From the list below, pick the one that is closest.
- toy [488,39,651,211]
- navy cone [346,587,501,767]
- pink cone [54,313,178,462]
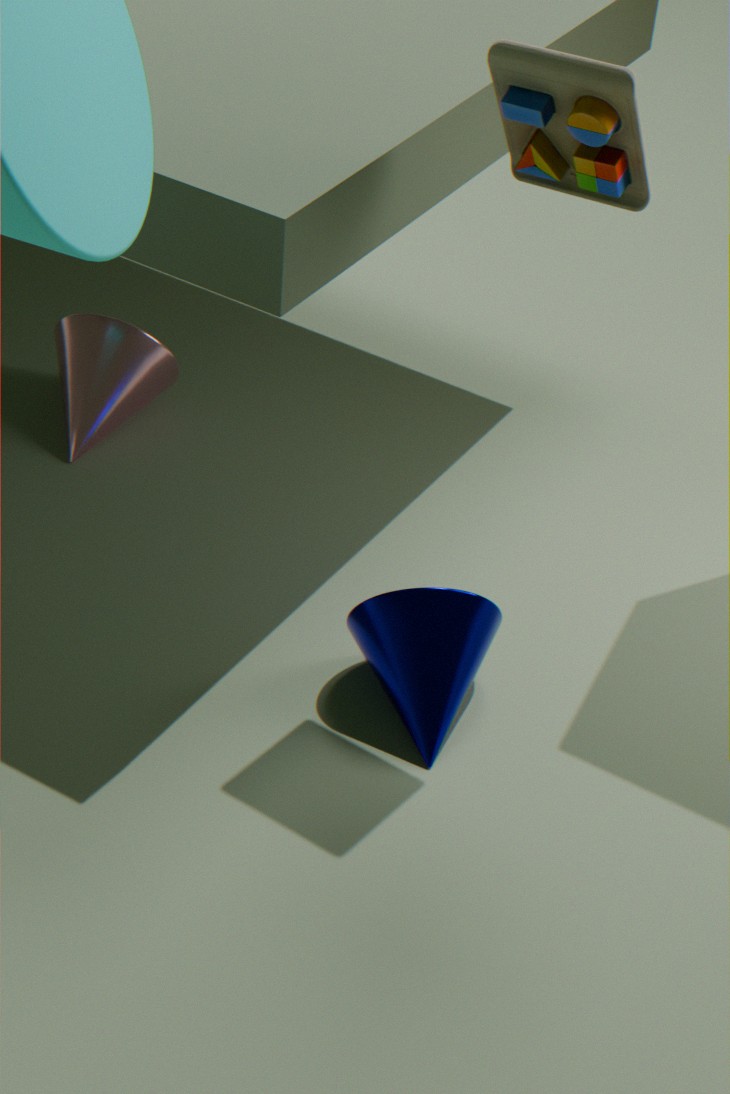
toy [488,39,651,211]
